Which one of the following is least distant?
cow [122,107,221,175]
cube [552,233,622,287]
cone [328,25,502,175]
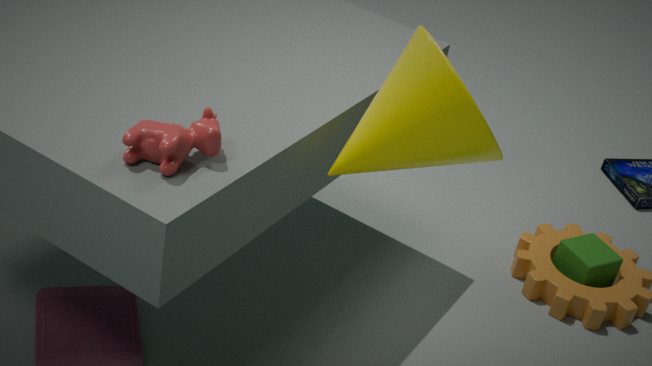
cow [122,107,221,175]
